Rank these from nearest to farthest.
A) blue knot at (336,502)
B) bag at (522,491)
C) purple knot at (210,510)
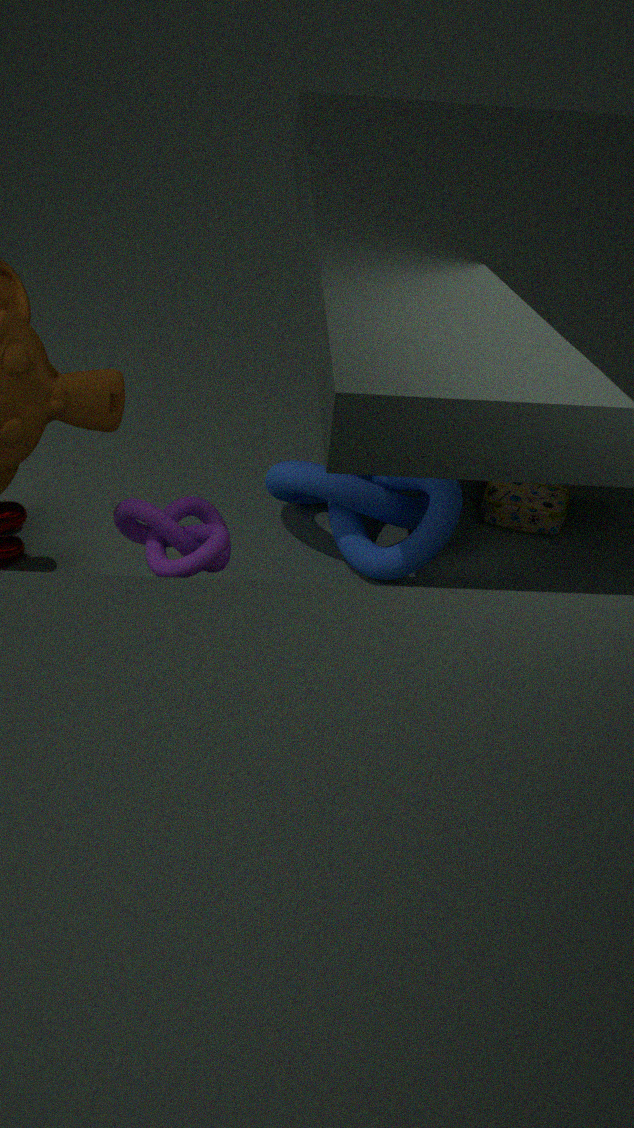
1. purple knot at (210,510)
2. blue knot at (336,502)
3. bag at (522,491)
